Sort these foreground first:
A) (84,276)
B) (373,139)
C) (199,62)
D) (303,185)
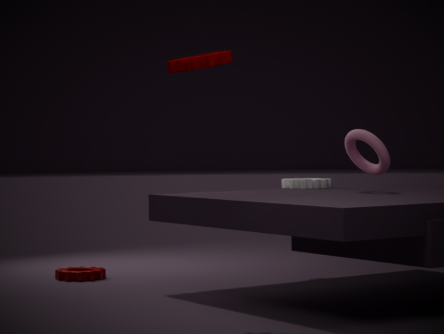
(199,62) → (373,139) → (303,185) → (84,276)
